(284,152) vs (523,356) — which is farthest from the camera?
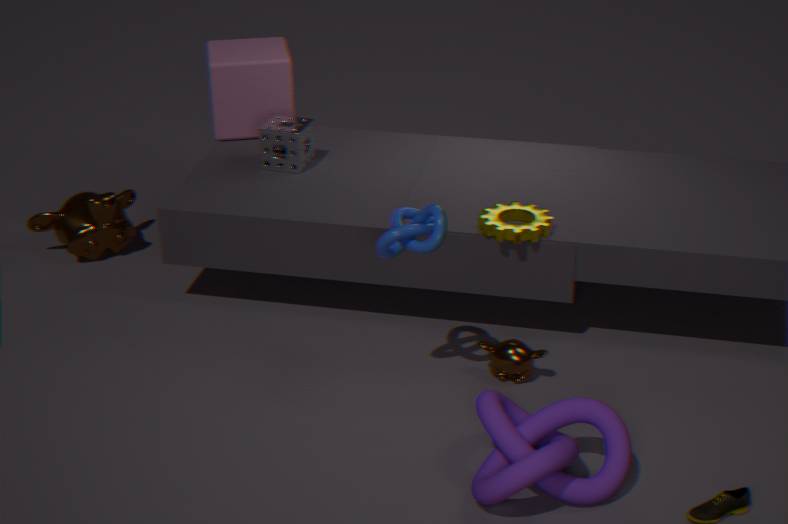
(284,152)
